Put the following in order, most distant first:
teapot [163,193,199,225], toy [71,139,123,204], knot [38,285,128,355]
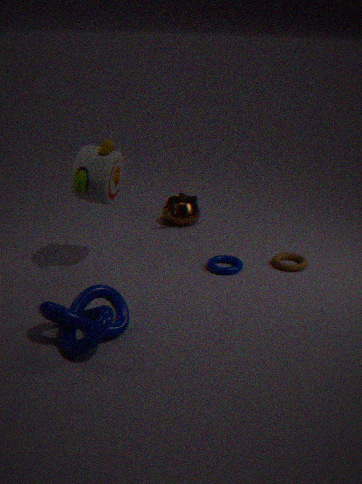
teapot [163,193,199,225], toy [71,139,123,204], knot [38,285,128,355]
